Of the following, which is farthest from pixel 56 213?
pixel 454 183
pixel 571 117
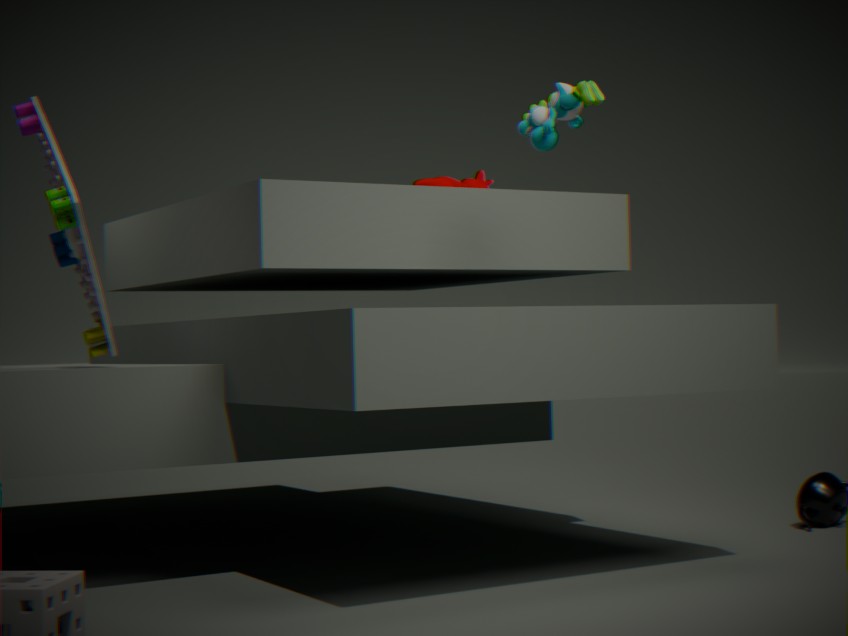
pixel 454 183
